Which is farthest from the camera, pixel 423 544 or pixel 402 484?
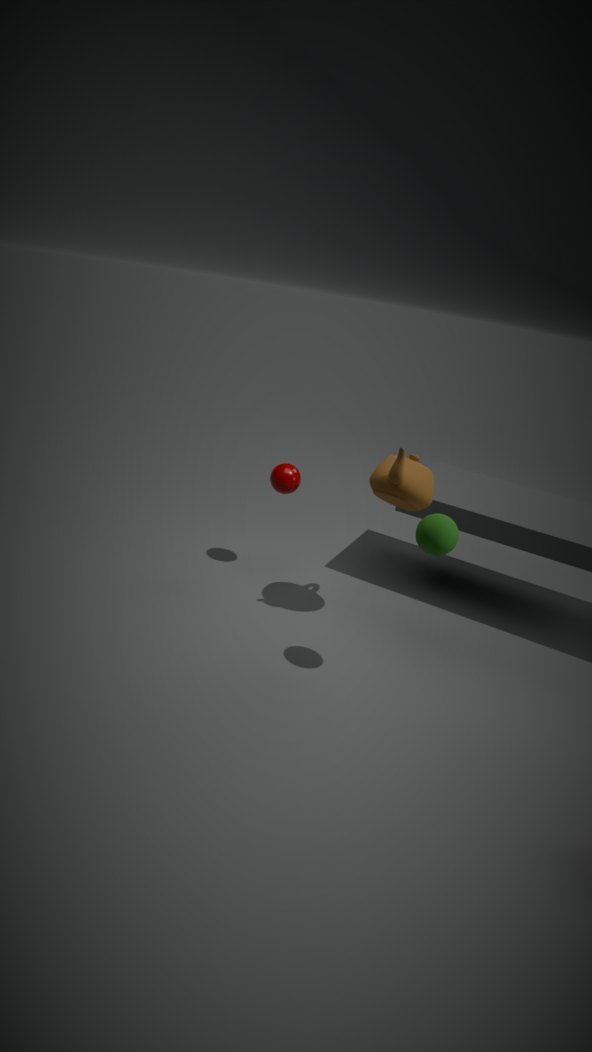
pixel 402 484
